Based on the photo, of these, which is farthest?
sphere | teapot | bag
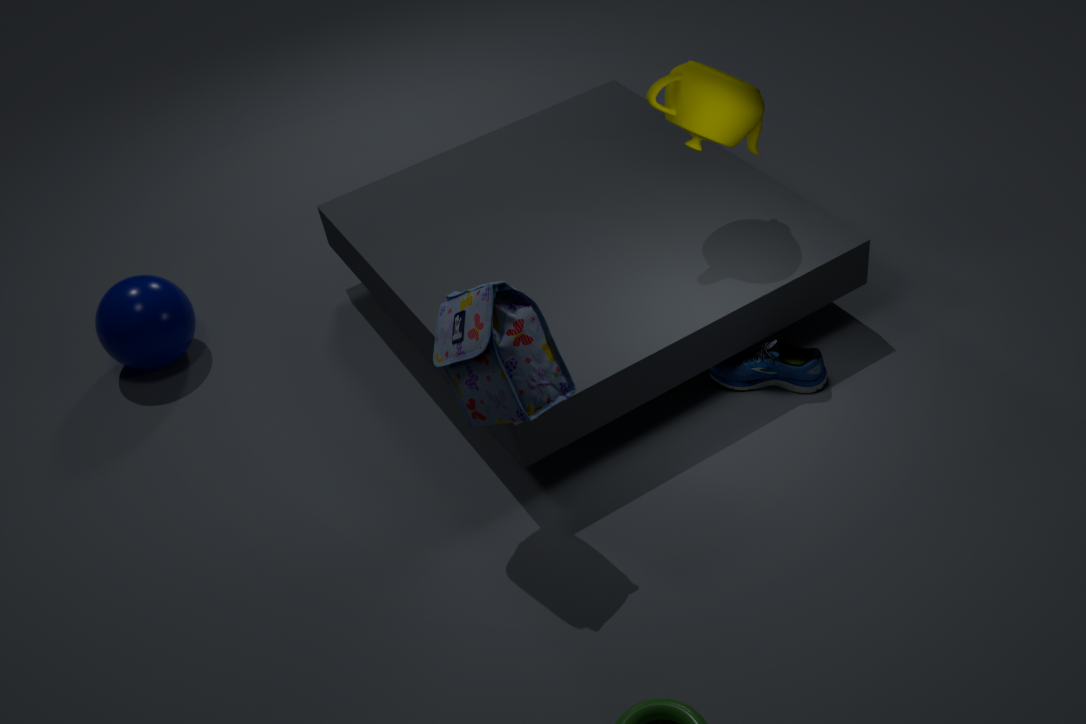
sphere
